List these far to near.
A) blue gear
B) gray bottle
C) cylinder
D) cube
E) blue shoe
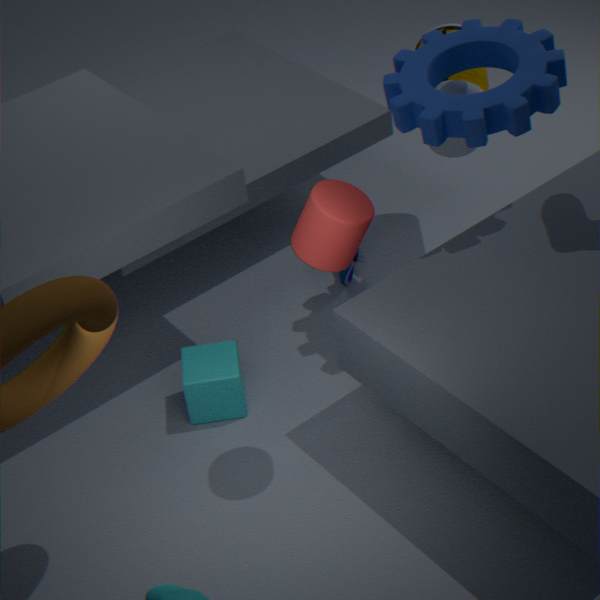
blue shoe, gray bottle, cube, blue gear, cylinder
